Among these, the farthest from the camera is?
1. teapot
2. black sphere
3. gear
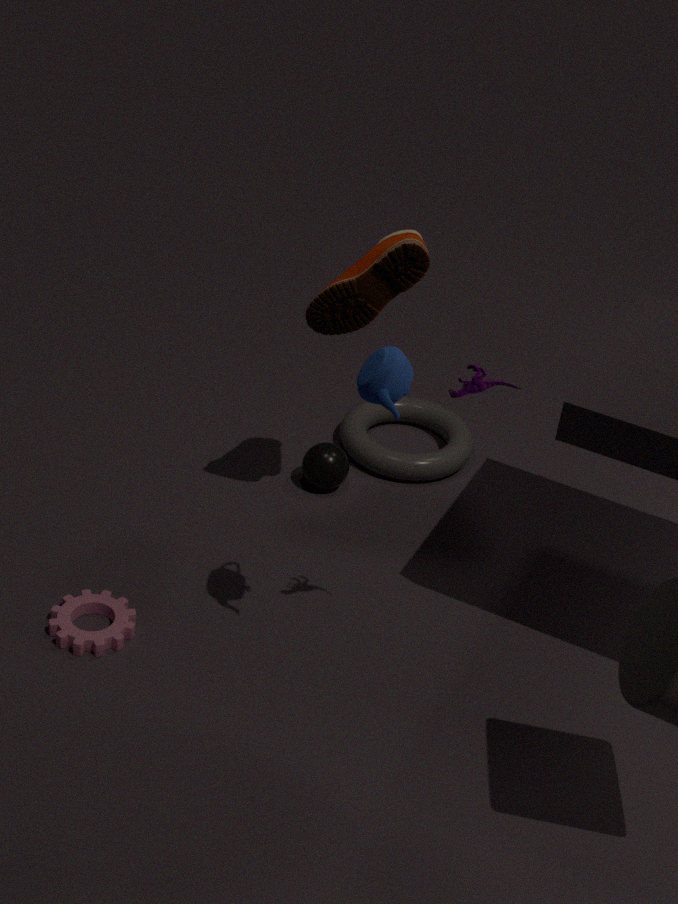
black sphere
